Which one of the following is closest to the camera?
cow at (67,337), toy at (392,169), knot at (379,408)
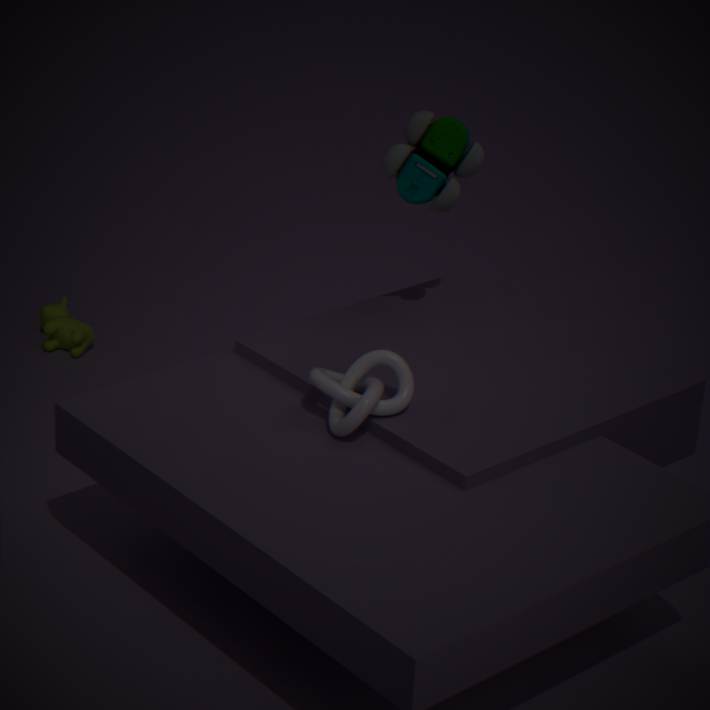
knot at (379,408)
